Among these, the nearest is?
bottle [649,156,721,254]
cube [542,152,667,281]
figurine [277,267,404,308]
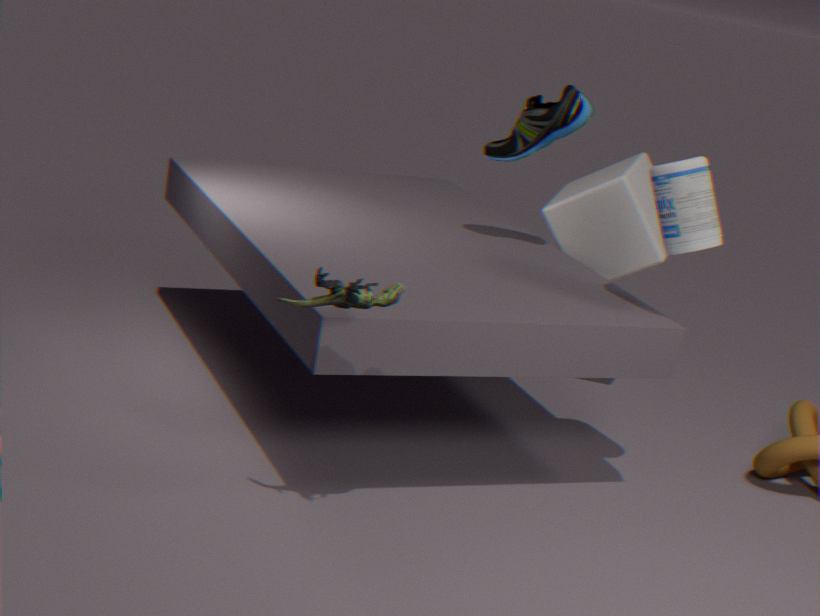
figurine [277,267,404,308]
